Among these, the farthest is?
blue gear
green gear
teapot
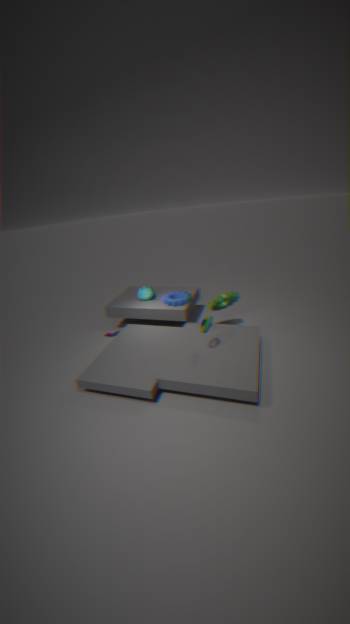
teapot
